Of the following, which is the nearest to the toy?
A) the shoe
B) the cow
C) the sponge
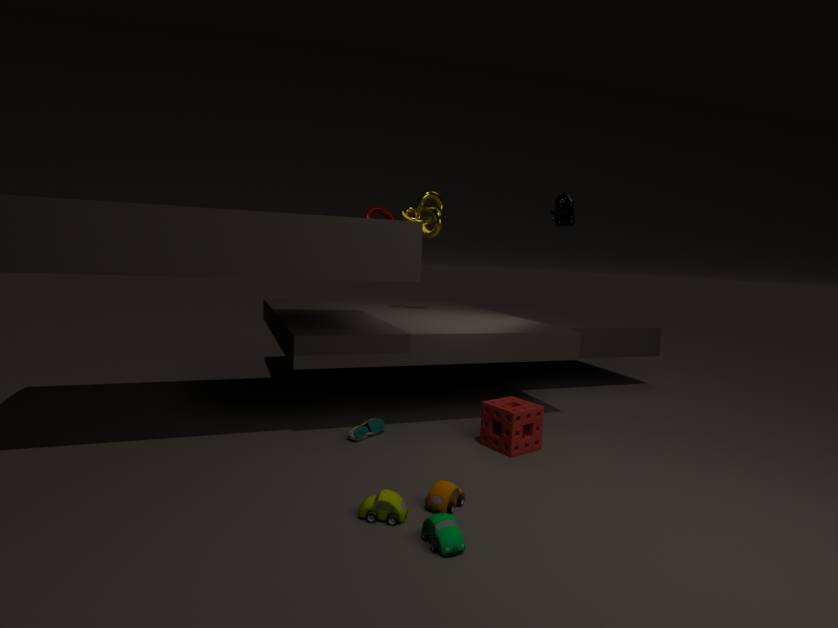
the sponge
